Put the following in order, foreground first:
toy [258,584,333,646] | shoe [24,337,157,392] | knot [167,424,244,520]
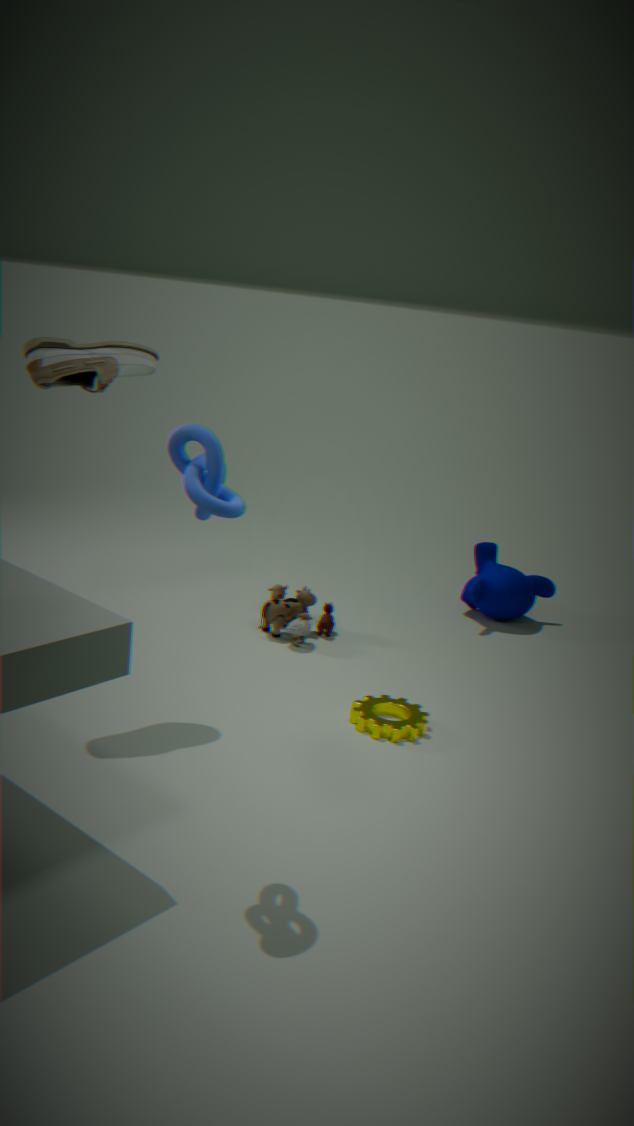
1. knot [167,424,244,520]
2. shoe [24,337,157,392]
3. toy [258,584,333,646]
